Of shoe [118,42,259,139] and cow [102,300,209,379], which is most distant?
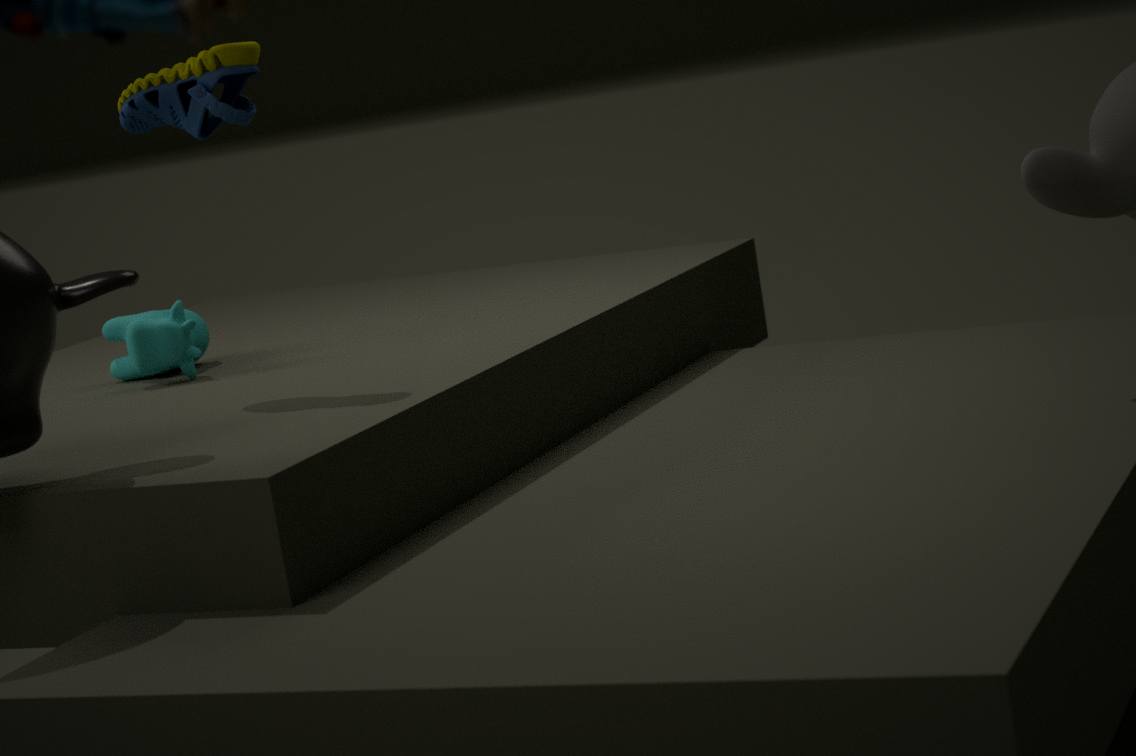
cow [102,300,209,379]
